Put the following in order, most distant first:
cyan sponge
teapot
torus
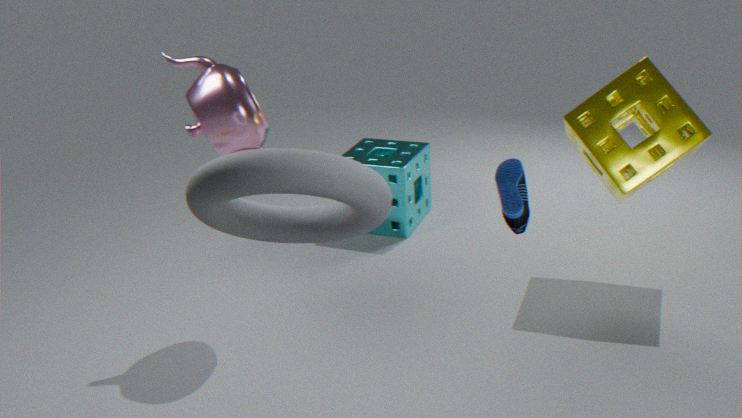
cyan sponge < teapot < torus
